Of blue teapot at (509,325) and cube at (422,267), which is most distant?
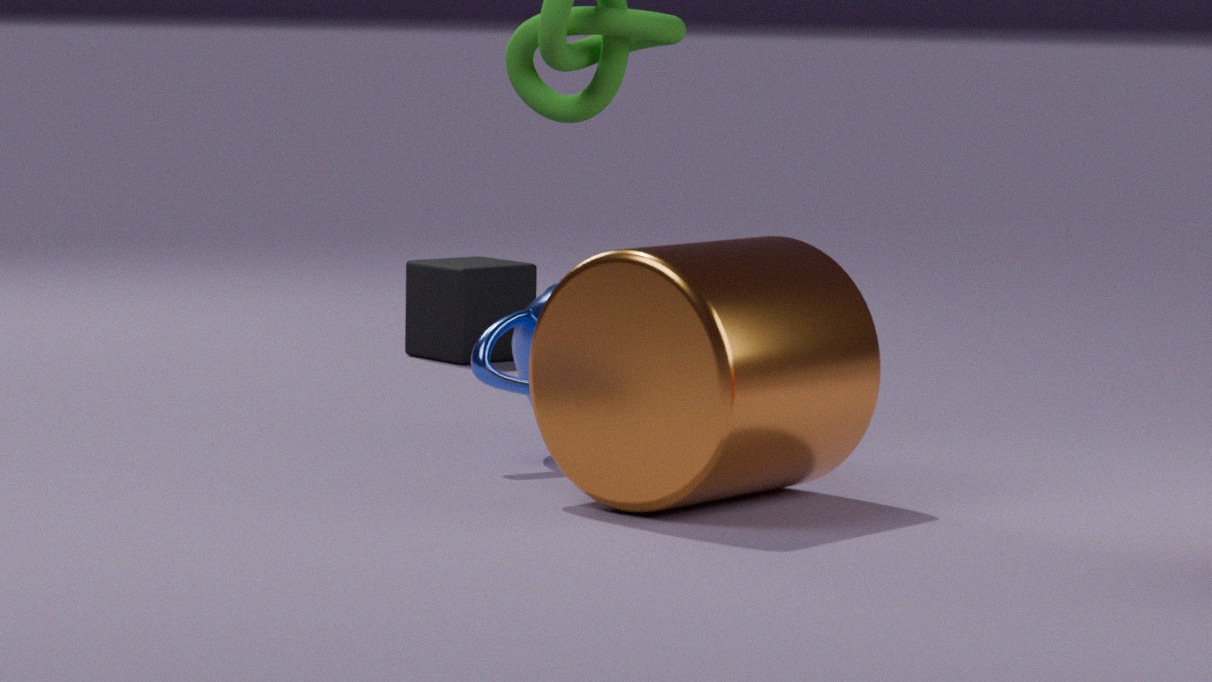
cube at (422,267)
